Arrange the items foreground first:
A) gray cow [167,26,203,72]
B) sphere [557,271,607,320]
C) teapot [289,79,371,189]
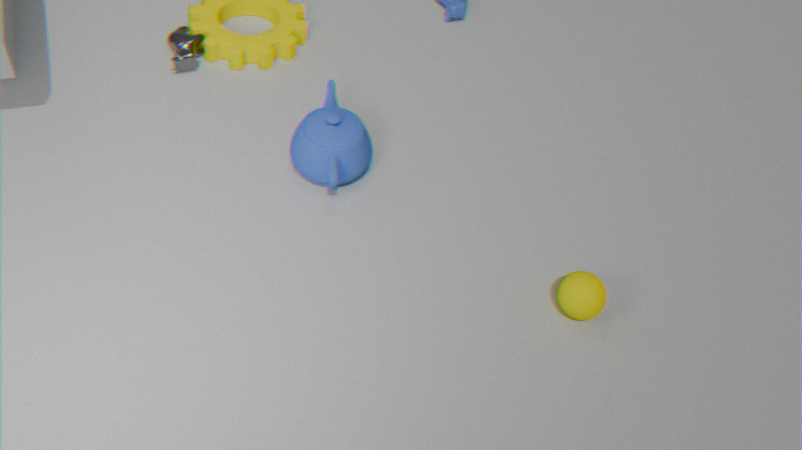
sphere [557,271,607,320]
teapot [289,79,371,189]
gray cow [167,26,203,72]
